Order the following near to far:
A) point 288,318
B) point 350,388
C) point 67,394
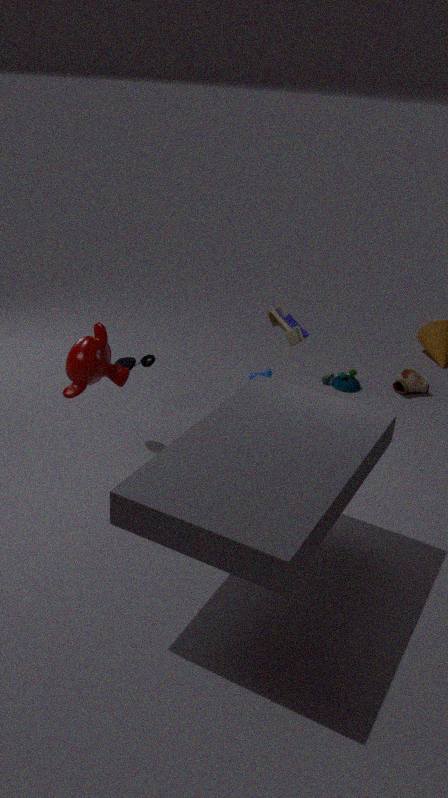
point 67,394, point 288,318, point 350,388
